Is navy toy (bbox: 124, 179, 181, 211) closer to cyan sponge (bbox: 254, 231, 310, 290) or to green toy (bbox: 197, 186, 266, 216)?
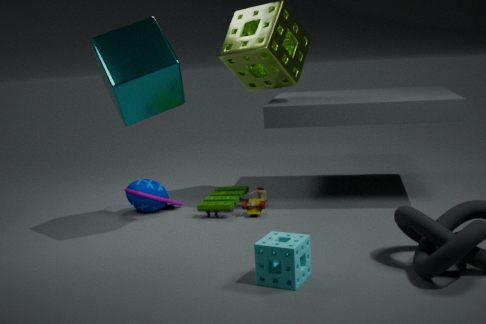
green toy (bbox: 197, 186, 266, 216)
